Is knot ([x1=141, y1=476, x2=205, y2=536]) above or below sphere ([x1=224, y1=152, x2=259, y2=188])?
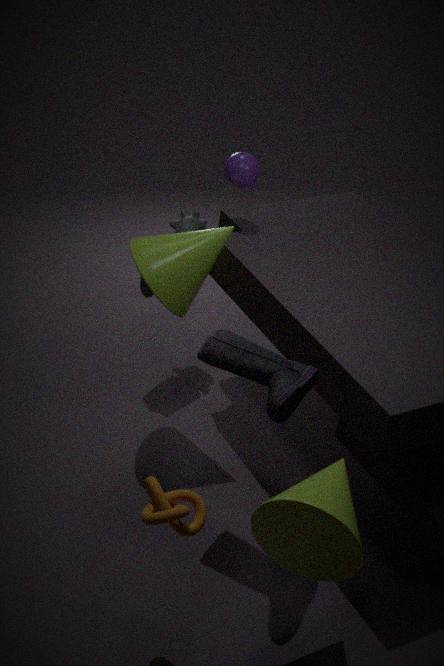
below
